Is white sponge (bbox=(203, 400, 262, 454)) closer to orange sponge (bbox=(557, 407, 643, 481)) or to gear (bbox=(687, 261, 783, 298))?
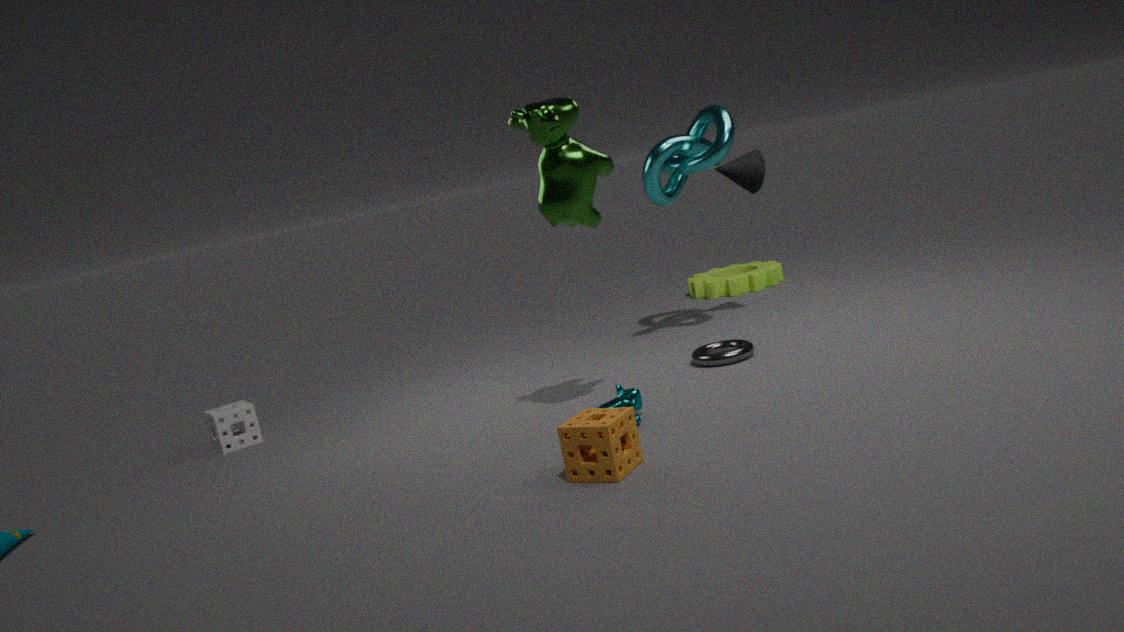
orange sponge (bbox=(557, 407, 643, 481))
